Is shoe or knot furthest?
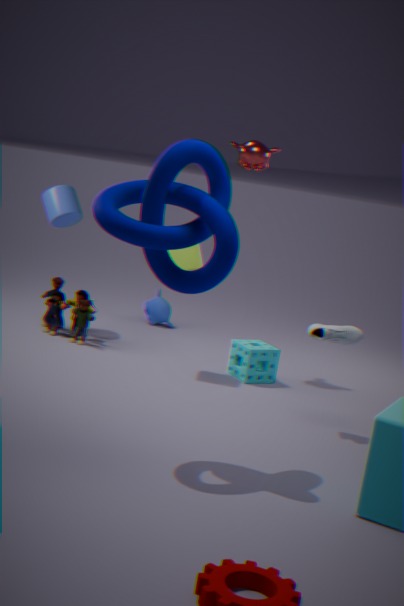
shoe
